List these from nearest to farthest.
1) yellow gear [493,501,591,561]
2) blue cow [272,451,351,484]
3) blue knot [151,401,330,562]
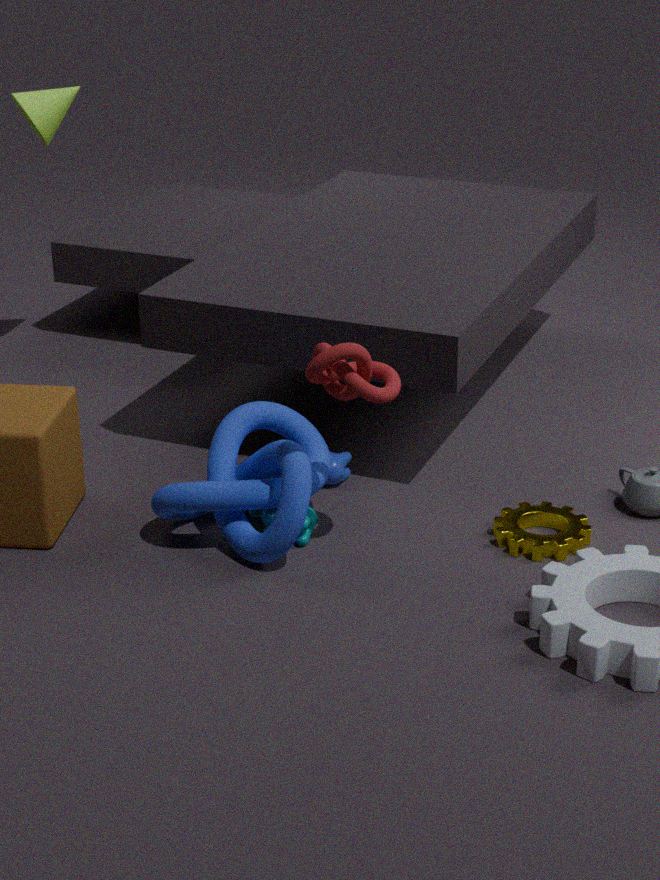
3 < 1 < 2
